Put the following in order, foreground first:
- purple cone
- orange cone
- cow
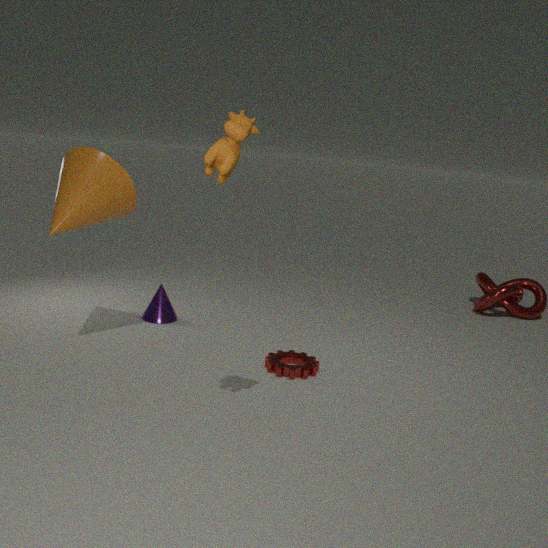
cow → orange cone → purple cone
